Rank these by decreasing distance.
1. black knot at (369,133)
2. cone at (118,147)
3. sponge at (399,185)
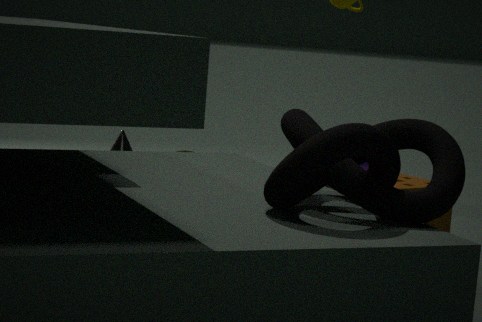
cone at (118,147) < sponge at (399,185) < black knot at (369,133)
